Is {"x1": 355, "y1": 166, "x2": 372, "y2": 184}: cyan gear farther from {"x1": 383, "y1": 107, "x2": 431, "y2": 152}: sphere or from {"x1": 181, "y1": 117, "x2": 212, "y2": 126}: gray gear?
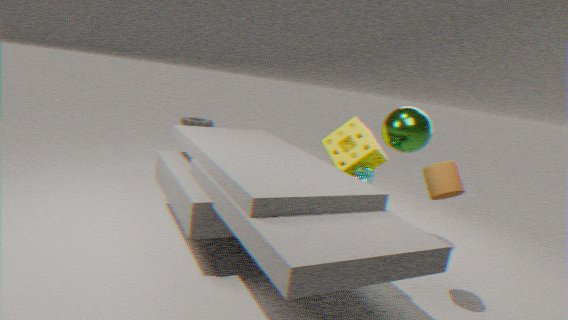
{"x1": 181, "y1": 117, "x2": 212, "y2": 126}: gray gear
